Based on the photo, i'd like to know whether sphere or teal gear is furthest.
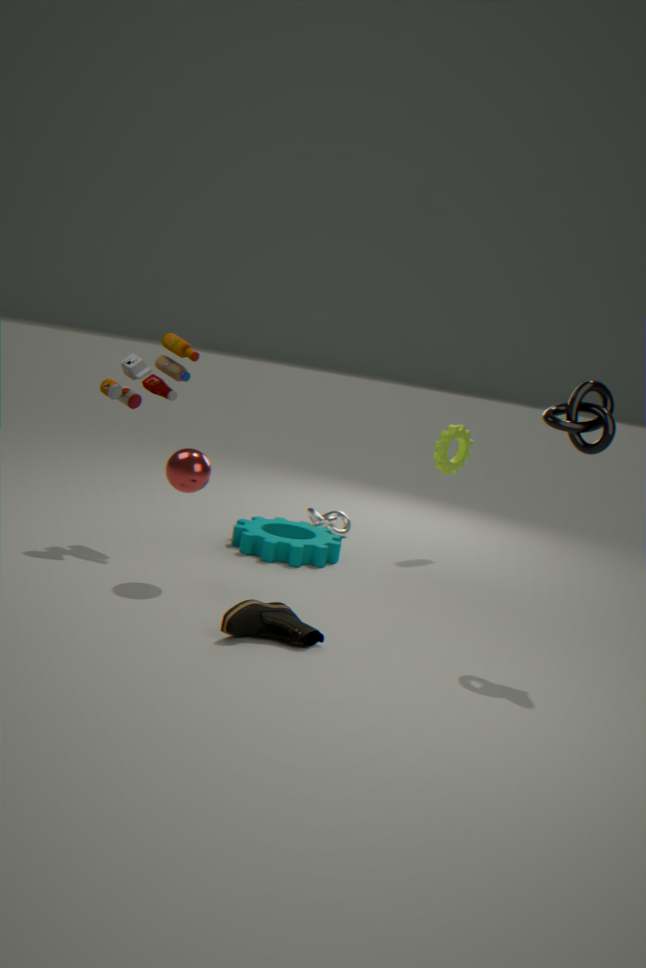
teal gear
